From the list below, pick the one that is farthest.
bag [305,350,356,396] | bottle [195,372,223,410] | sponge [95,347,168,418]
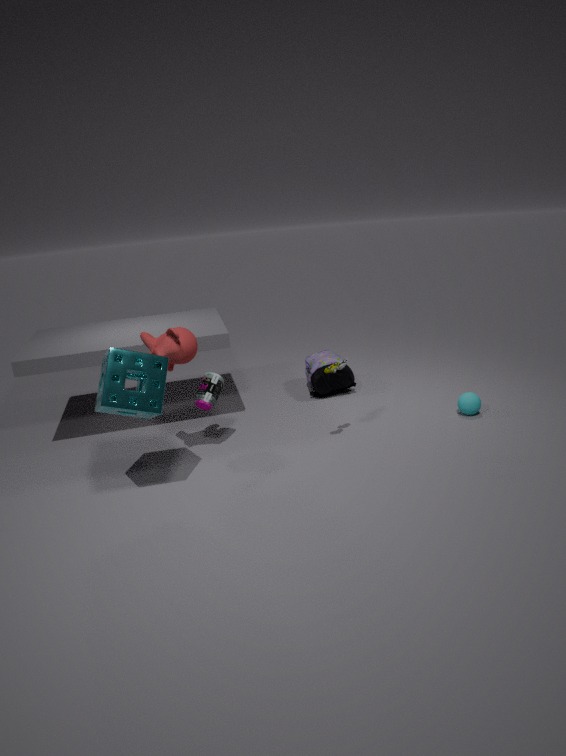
bag [305,350,356,396]
